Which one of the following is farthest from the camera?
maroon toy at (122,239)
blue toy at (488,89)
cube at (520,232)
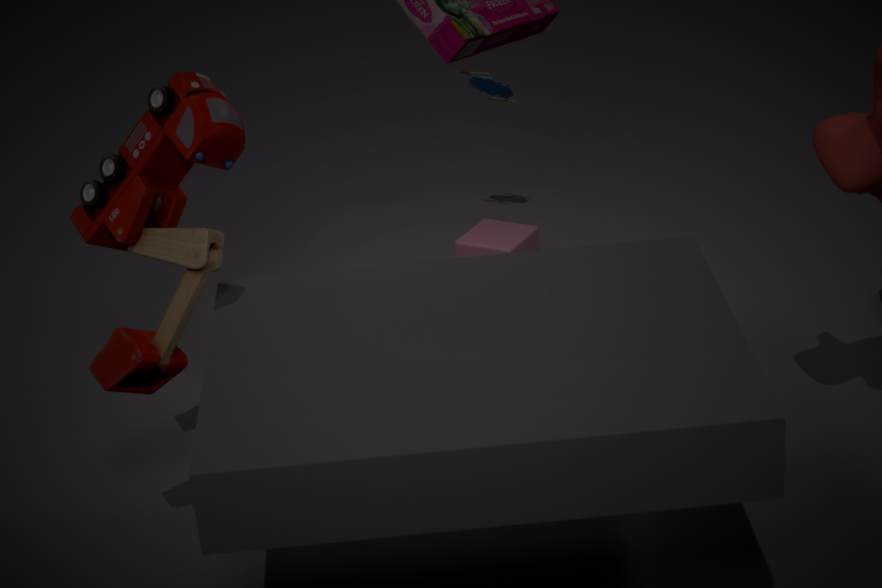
blue toy at (488,89)
